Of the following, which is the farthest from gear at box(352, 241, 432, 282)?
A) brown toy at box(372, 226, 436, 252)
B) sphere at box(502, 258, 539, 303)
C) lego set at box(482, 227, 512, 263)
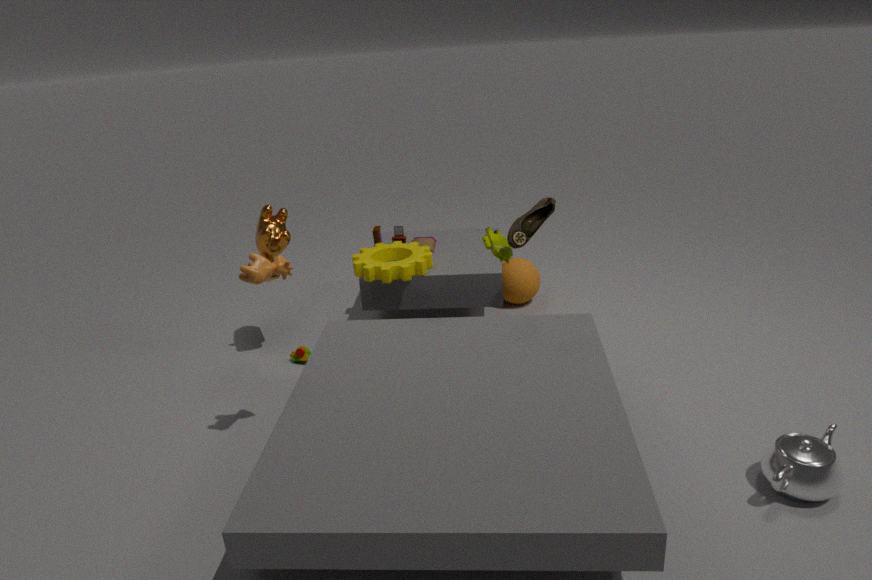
sphere at box(502, 258, 539, 303)
